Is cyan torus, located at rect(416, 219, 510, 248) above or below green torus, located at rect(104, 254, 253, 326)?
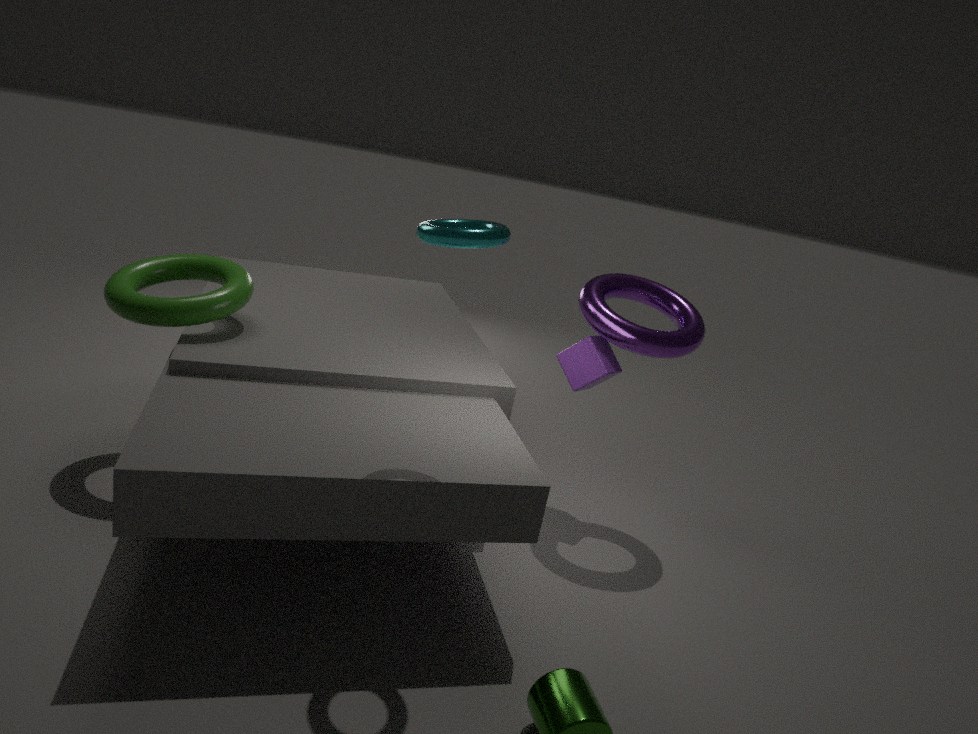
above
